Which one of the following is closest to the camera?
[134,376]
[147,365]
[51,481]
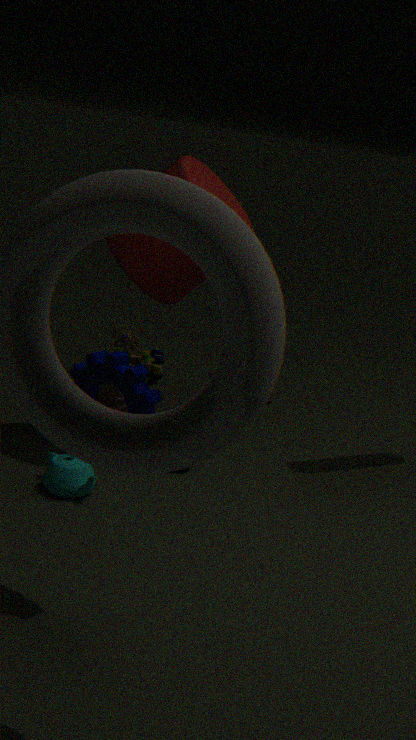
[134,376]
